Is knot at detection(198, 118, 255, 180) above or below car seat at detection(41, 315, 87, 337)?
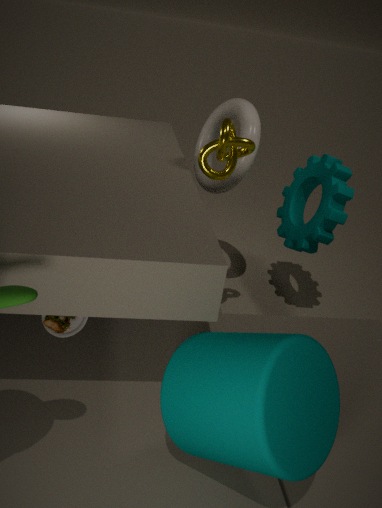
above
